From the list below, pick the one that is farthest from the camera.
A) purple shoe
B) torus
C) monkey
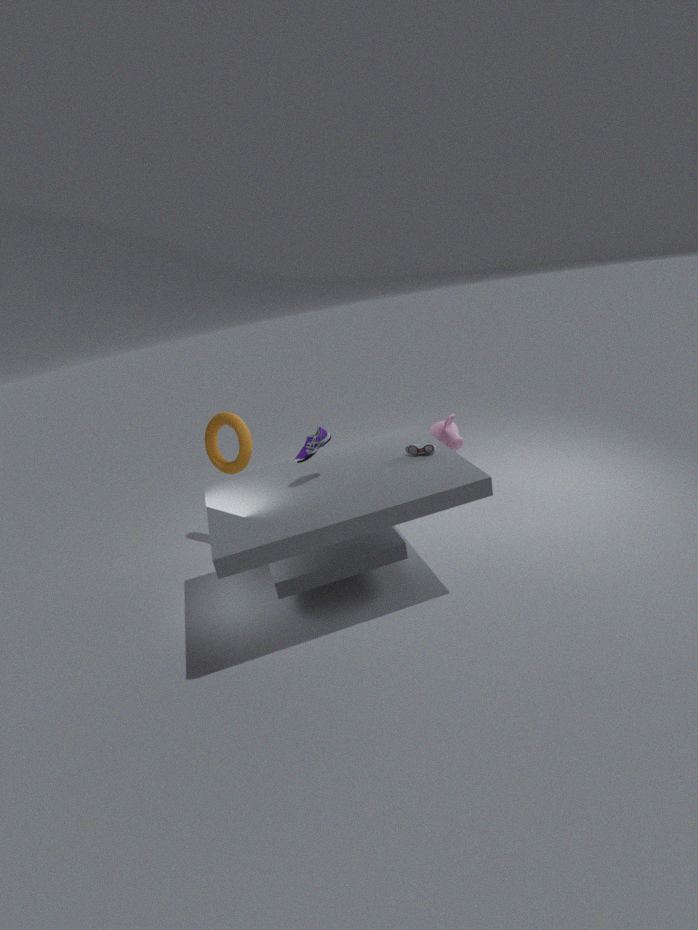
monkey
